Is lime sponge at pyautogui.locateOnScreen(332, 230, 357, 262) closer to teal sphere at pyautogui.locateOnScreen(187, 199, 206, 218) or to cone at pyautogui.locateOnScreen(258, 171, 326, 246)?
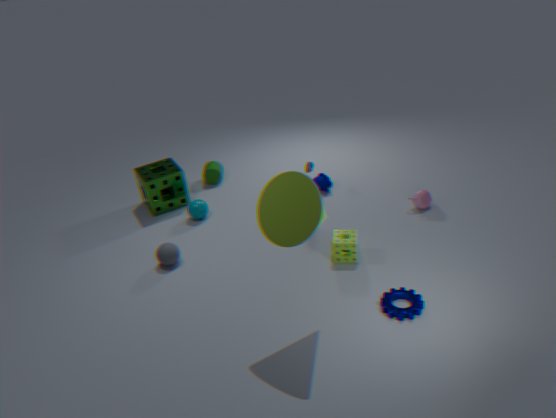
cone at pyautogui.locateOnScreen(258, 171, 326, 246)
